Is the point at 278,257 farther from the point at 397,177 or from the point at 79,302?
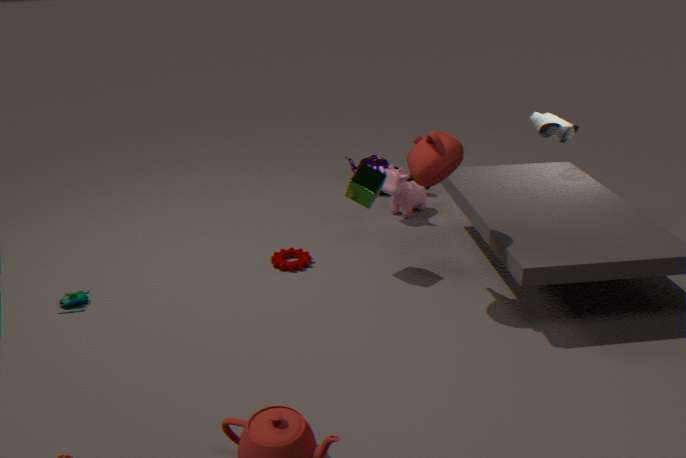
the point at 79,302
